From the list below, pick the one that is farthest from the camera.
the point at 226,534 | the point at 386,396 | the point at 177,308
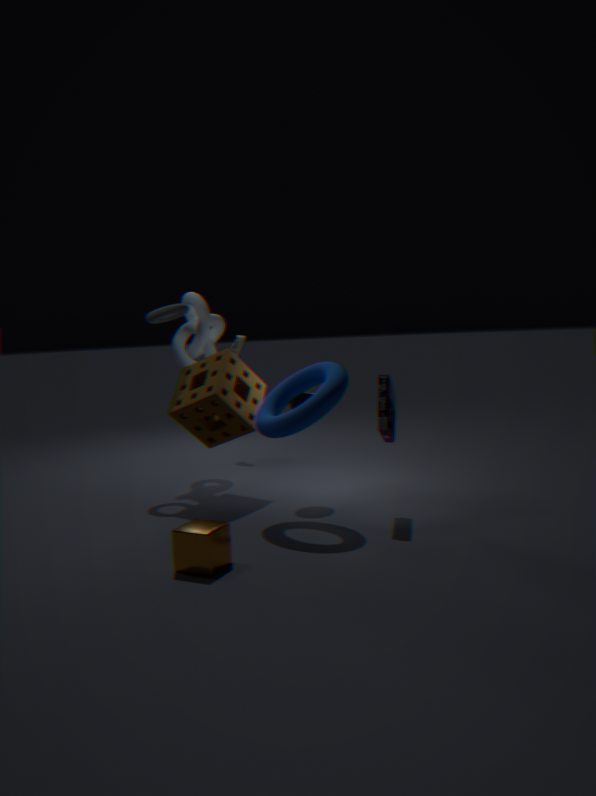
the point at 177,308
